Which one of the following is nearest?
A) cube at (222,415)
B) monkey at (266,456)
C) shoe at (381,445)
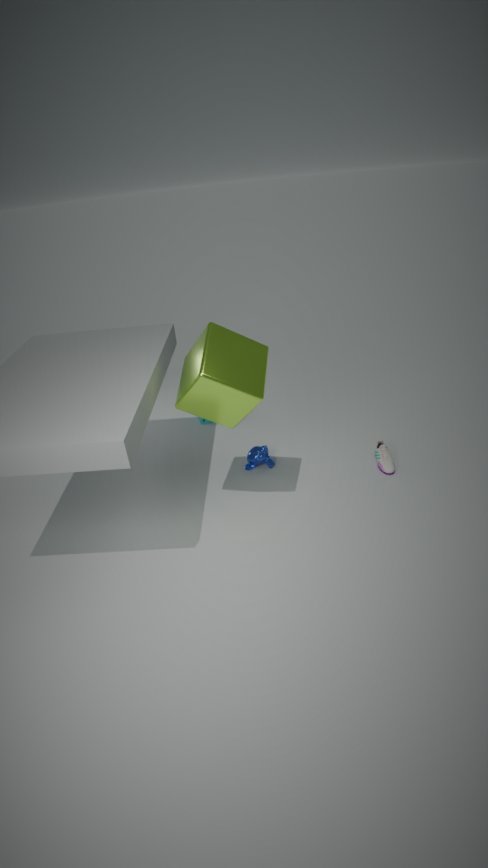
cube at (222,415)
